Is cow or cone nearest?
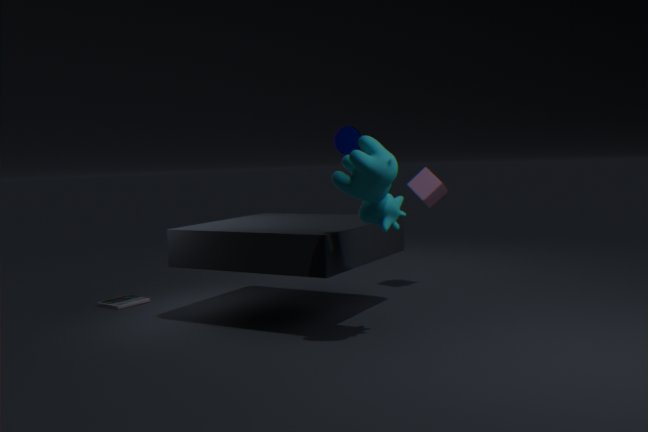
cow
